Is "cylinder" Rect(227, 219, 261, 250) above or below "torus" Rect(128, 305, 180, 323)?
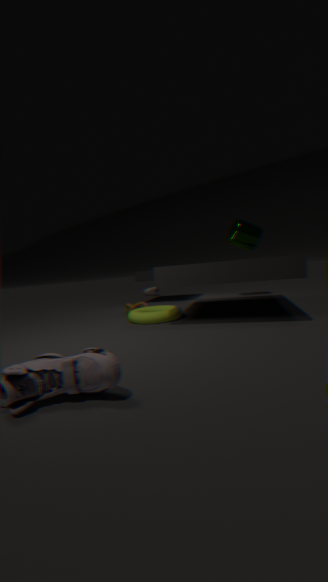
above
